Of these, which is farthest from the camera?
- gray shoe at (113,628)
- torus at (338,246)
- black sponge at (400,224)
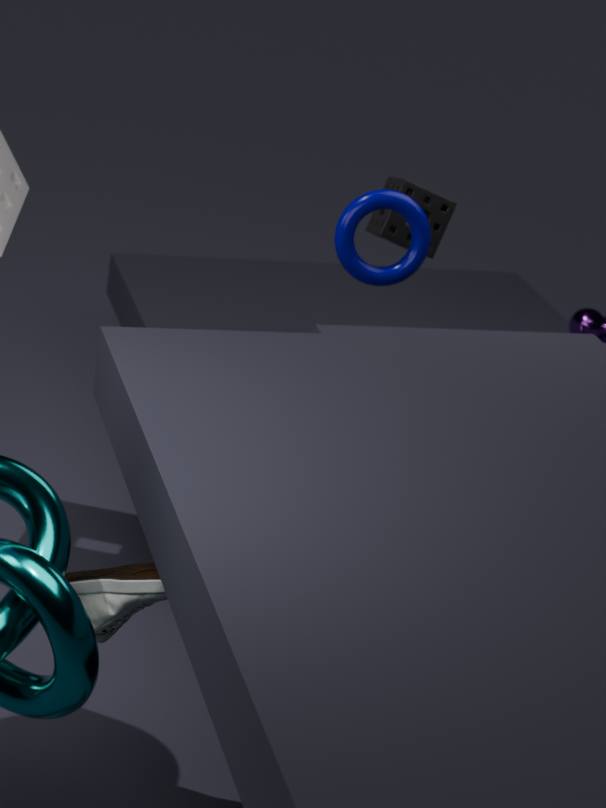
black sponge at (400,224)
